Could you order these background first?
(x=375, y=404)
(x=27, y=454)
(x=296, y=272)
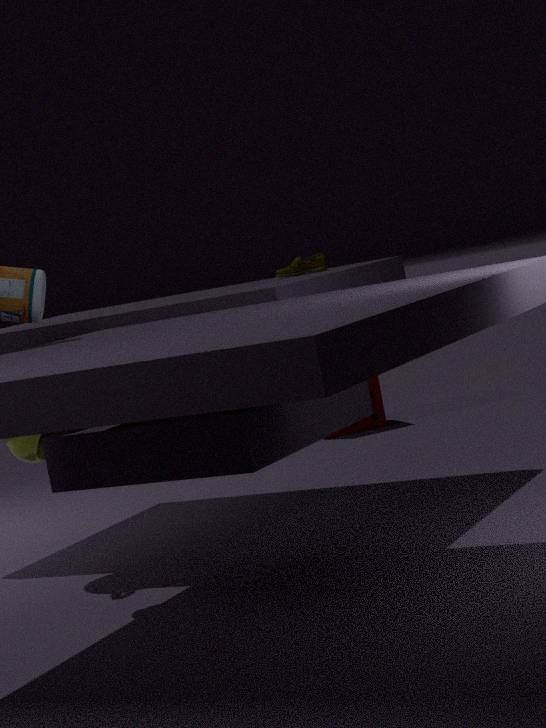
1. (x=375, y=404)
2. (x=296, y=272)
3. (x=27, y=454)
